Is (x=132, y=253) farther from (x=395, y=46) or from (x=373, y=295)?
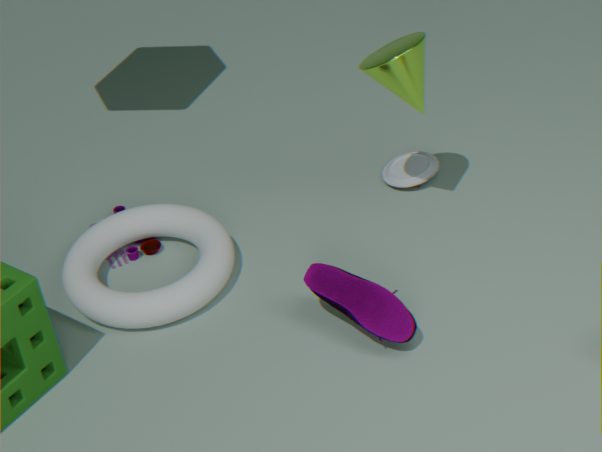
(x=395, y=46)
